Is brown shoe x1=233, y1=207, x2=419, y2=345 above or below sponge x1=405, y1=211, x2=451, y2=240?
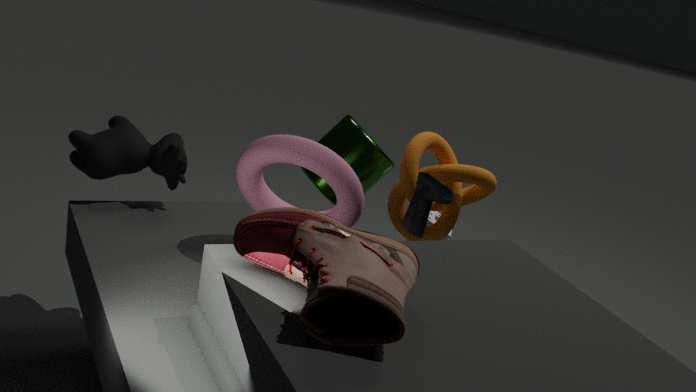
above
